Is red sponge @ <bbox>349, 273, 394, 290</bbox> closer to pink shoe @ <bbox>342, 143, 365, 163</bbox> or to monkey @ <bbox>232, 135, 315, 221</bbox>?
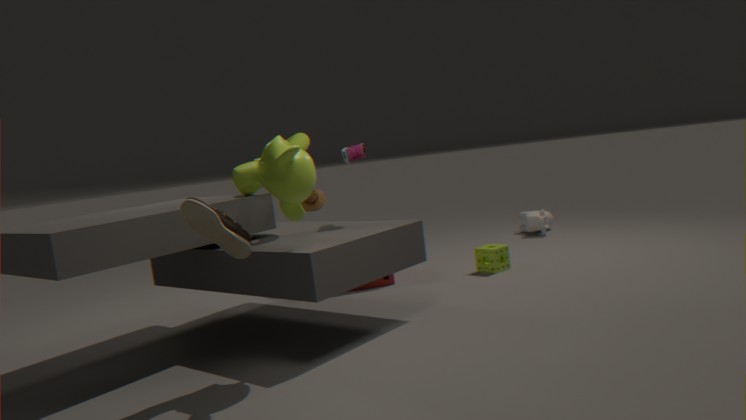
pink shoe @ <bbox>342, 143, 365, 163</bbox>
